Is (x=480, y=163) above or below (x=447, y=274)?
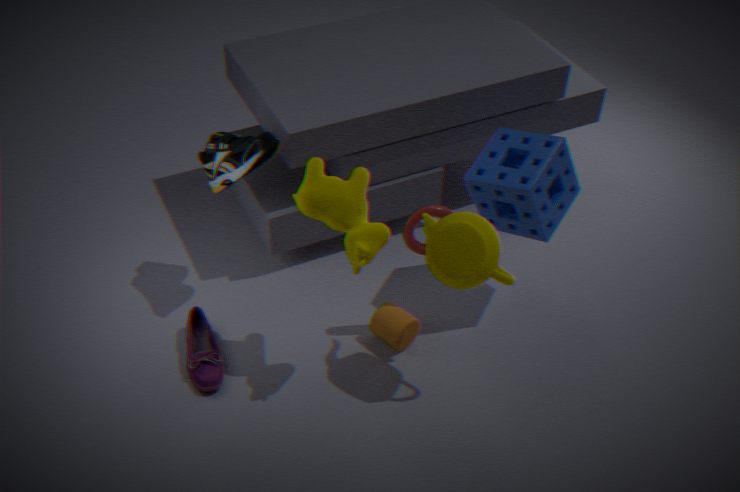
below
